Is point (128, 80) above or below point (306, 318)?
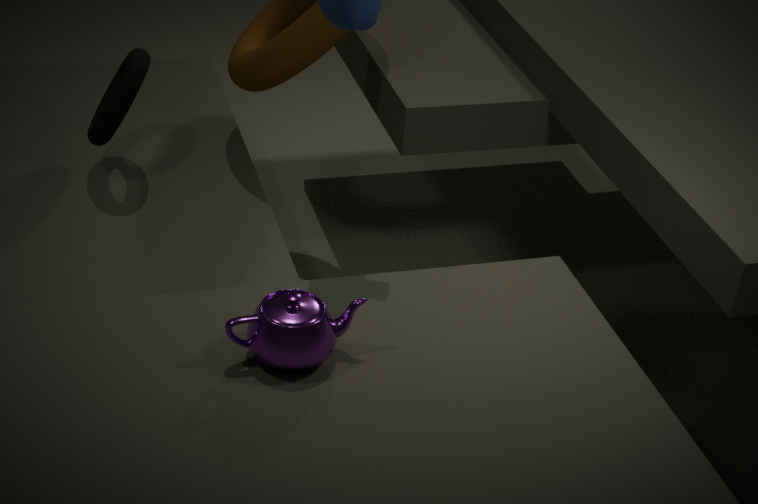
below
